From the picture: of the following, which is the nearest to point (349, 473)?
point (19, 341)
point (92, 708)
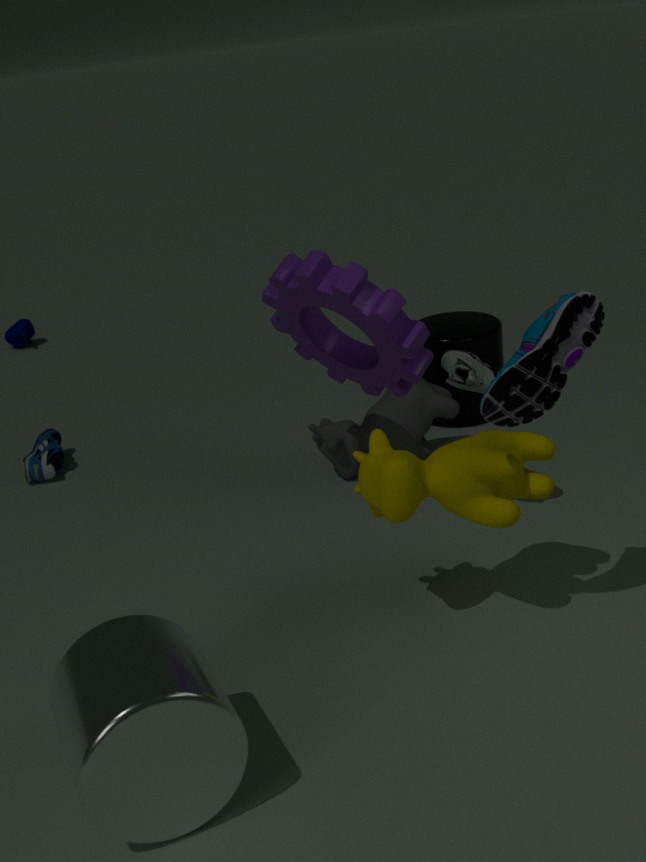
point (92, 708)
